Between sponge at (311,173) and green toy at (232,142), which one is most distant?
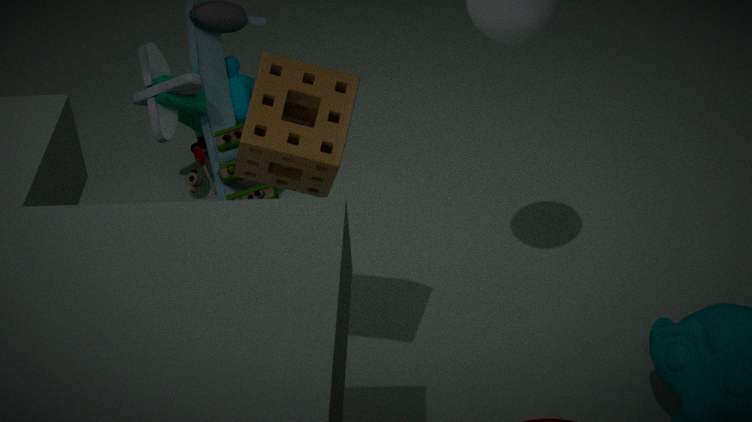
green toy at (232,142)
